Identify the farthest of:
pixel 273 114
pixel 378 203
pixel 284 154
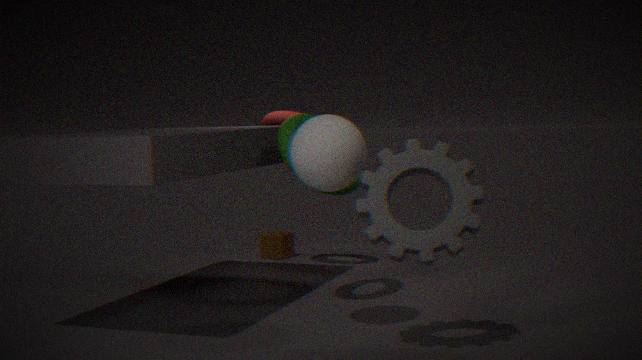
pixel 273 114
